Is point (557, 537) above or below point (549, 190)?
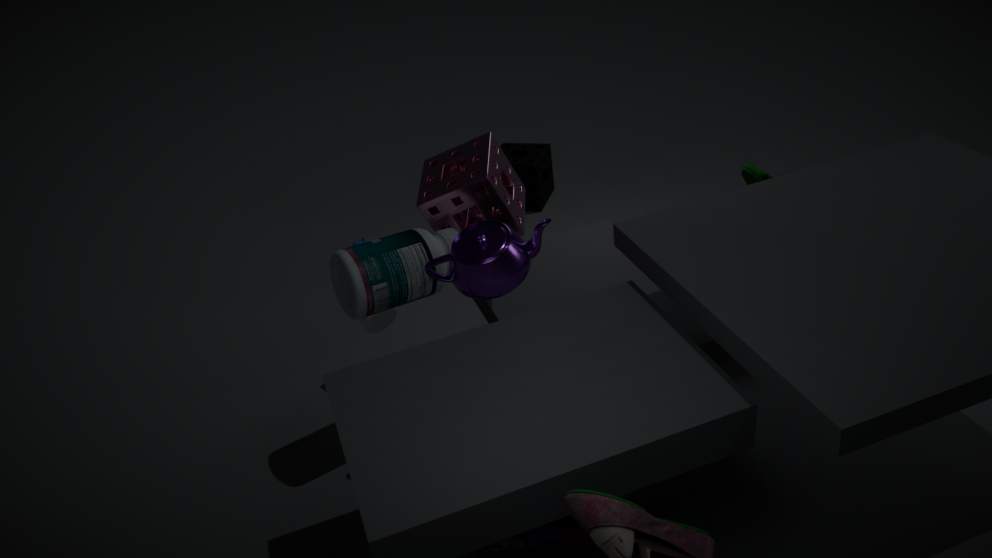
below
